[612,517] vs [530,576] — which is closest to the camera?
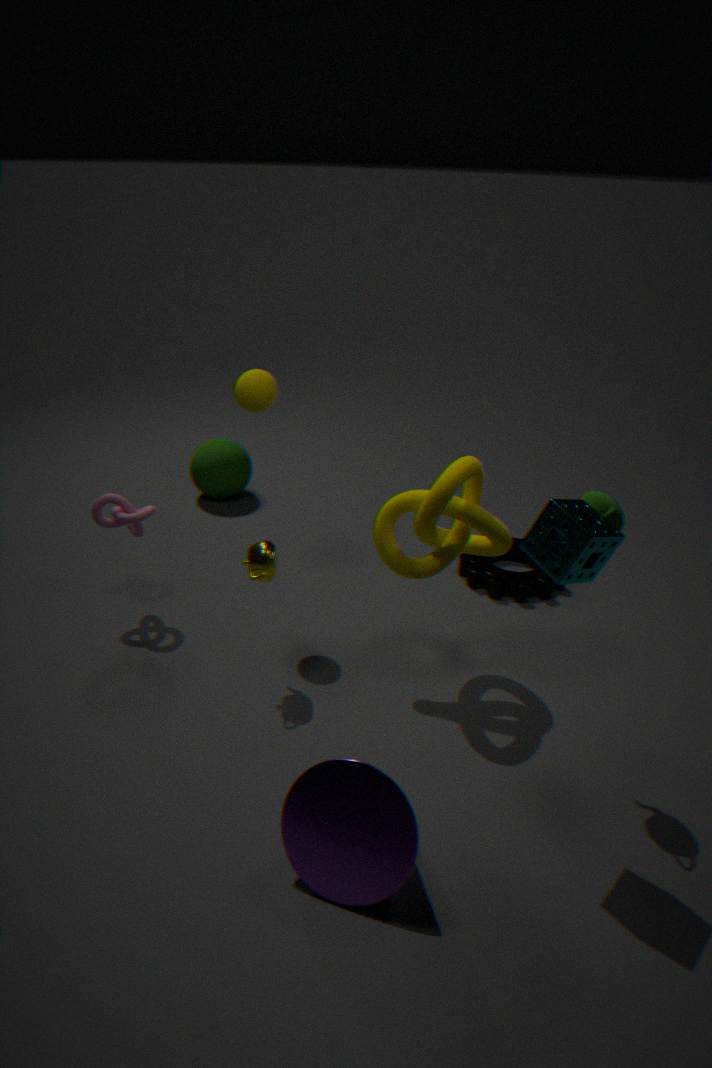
[612,517]
